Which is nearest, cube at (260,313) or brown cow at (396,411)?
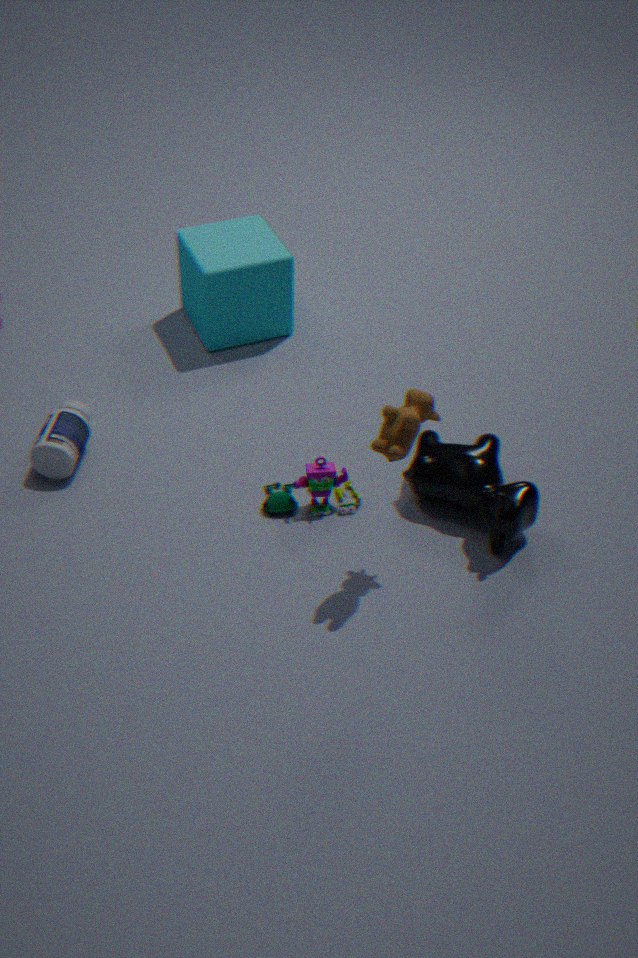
brown cow at (396,411)
